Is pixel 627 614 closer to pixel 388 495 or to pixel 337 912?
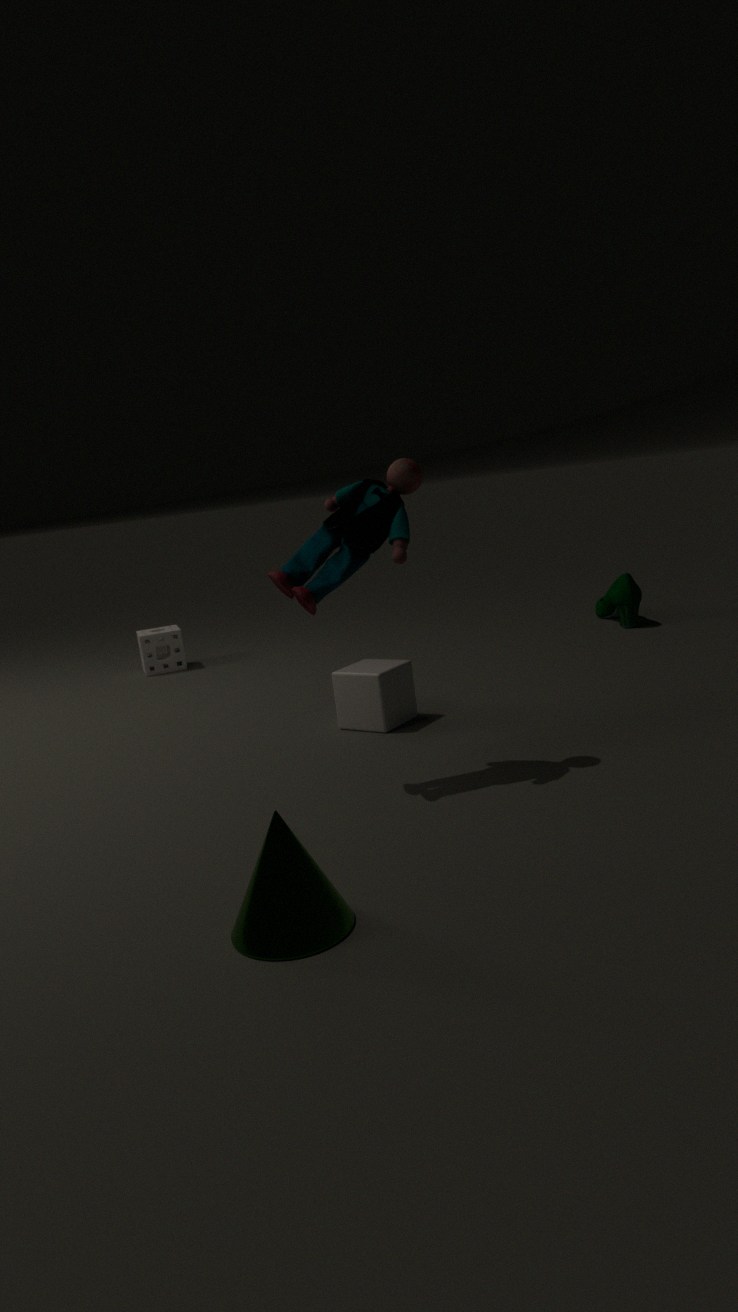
pixel 388 495
